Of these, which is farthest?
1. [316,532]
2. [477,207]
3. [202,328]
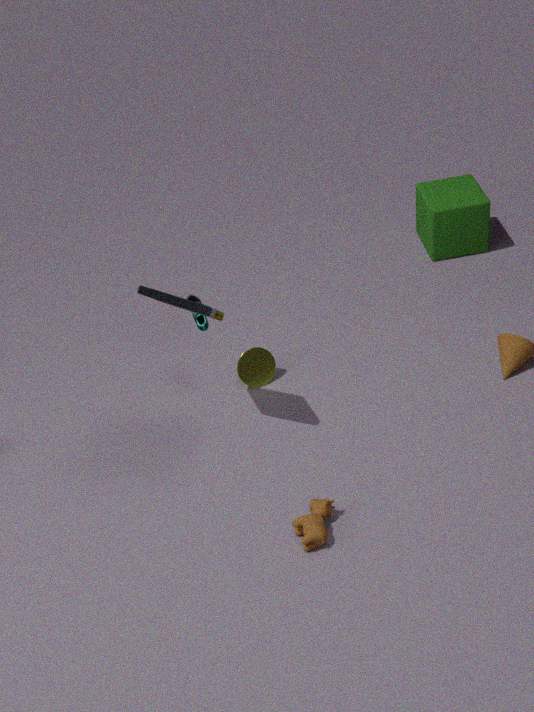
[477,207]
